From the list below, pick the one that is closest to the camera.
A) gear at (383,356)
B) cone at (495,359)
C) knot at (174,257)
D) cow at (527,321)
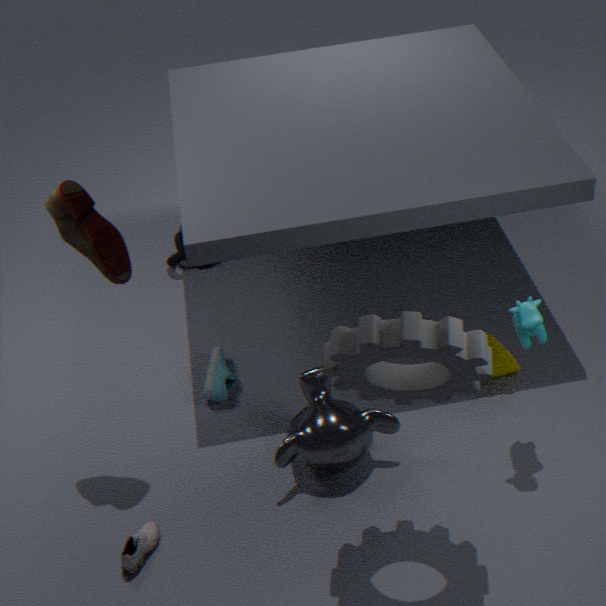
gear at (383,356)
